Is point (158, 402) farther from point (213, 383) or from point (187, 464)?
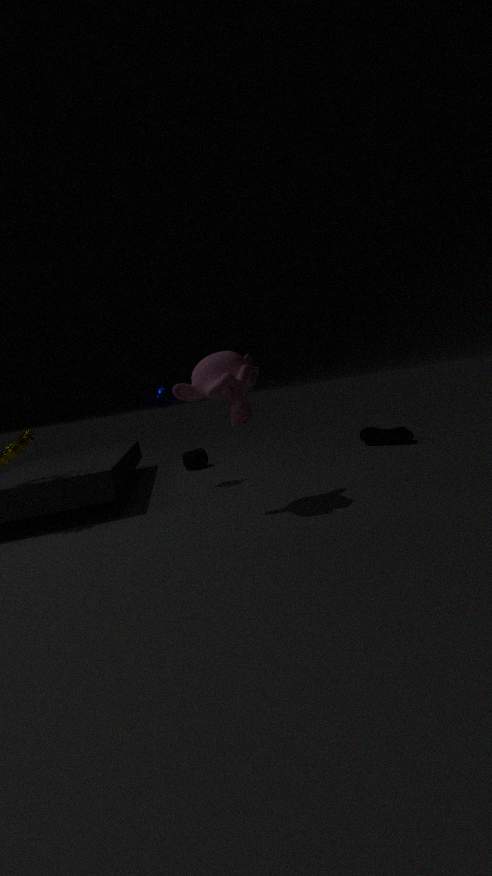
point (187, 464)
